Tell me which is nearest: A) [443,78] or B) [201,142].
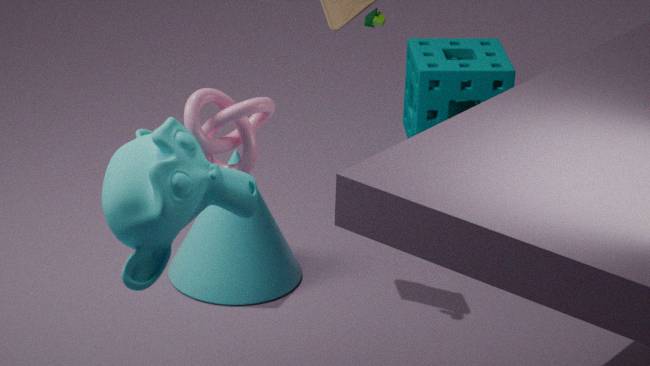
B. [201,142]
